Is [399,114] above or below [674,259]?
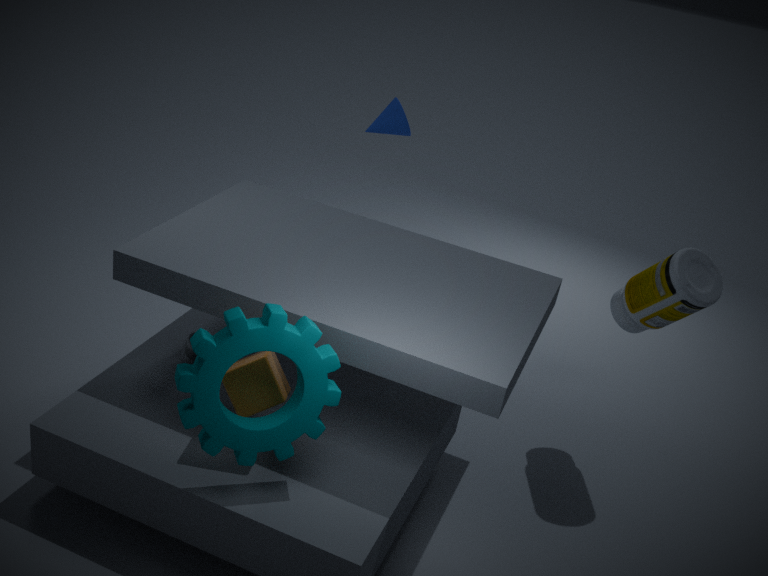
above
